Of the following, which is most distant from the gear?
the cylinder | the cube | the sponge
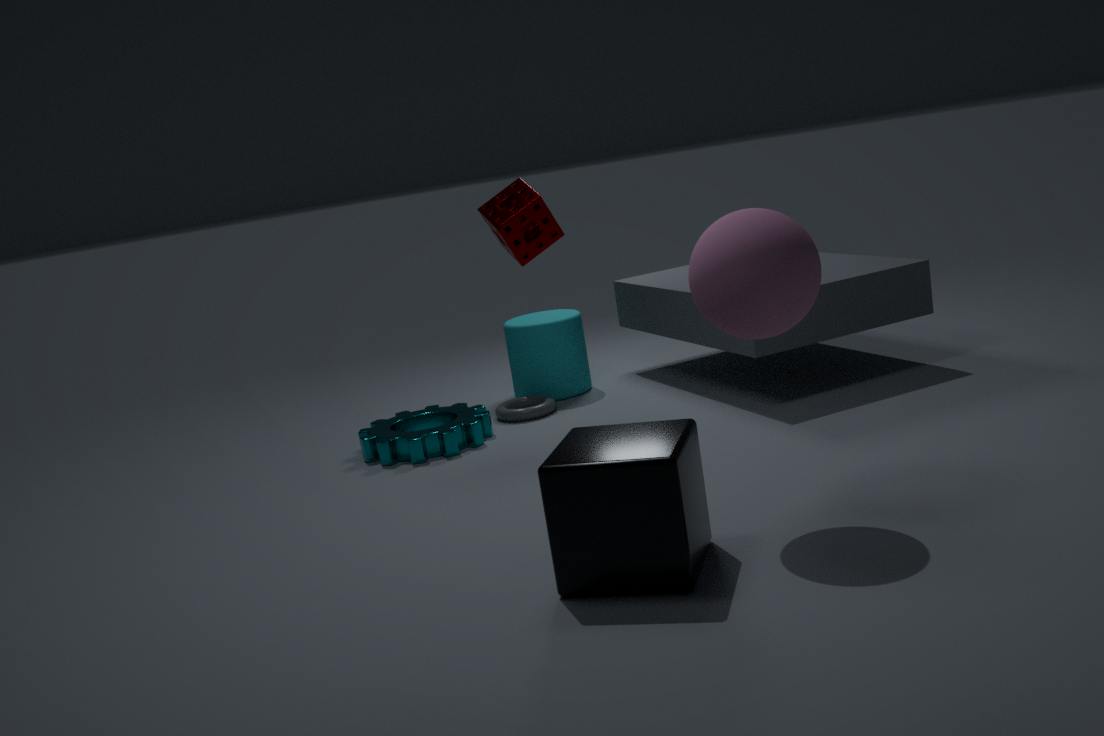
the cube
